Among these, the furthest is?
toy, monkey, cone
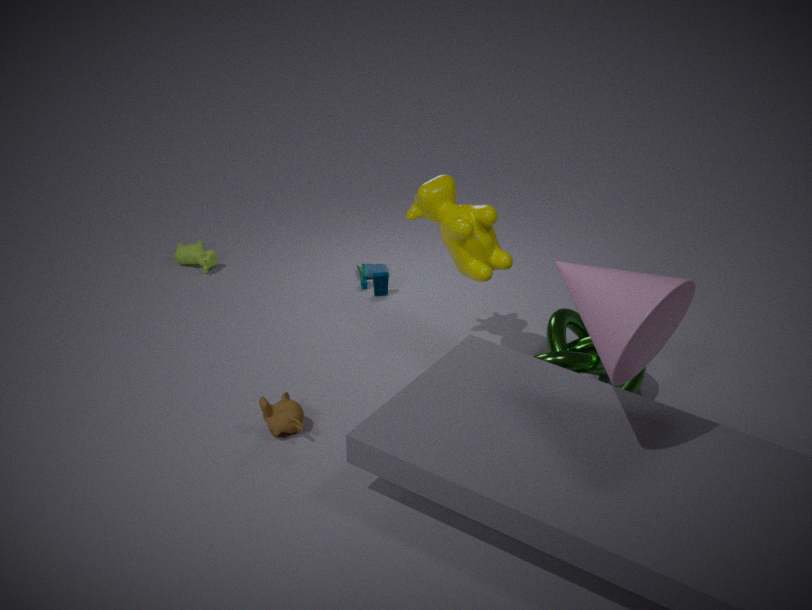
toy
